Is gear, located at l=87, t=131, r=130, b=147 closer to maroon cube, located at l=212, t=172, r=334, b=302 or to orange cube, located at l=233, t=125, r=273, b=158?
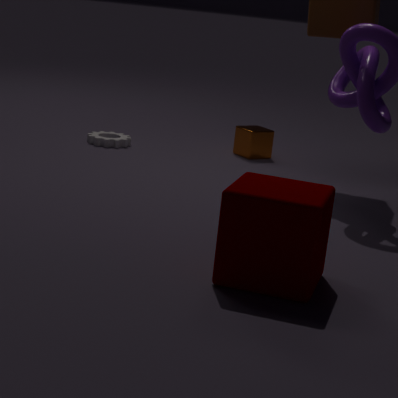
orange cube, located at l=233, t=125, r=273, b=158
